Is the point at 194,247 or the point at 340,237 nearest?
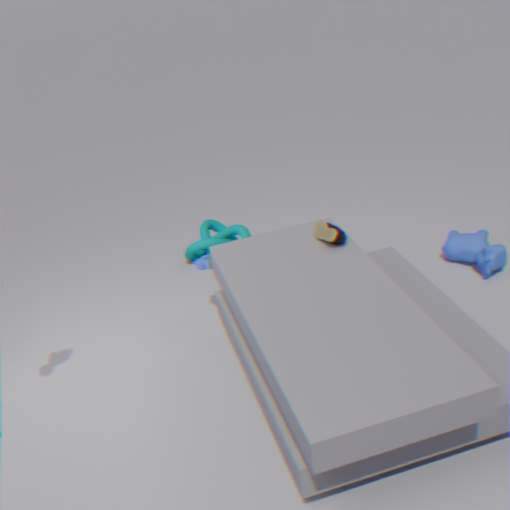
the point at 340,237
